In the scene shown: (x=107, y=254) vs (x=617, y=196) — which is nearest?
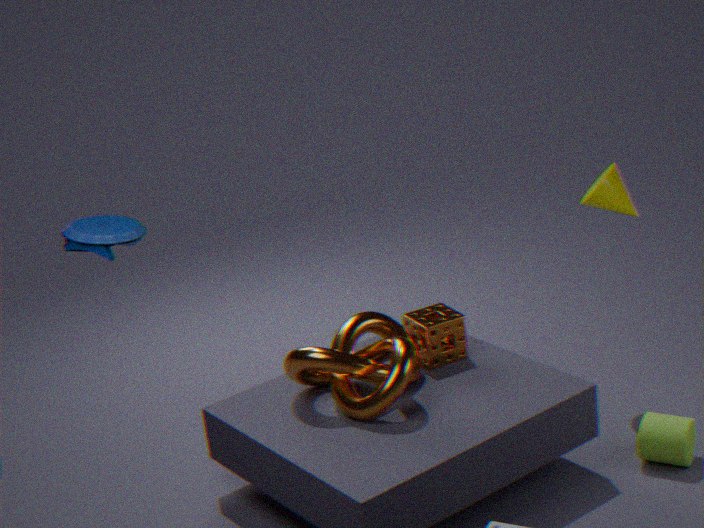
(x=107, y=254)
